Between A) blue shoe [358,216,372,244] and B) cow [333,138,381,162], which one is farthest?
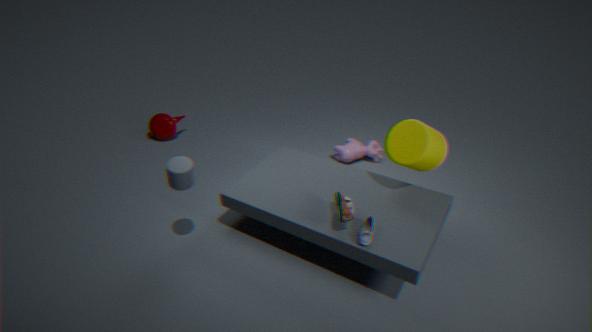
B. cow [333,138,381,162]
